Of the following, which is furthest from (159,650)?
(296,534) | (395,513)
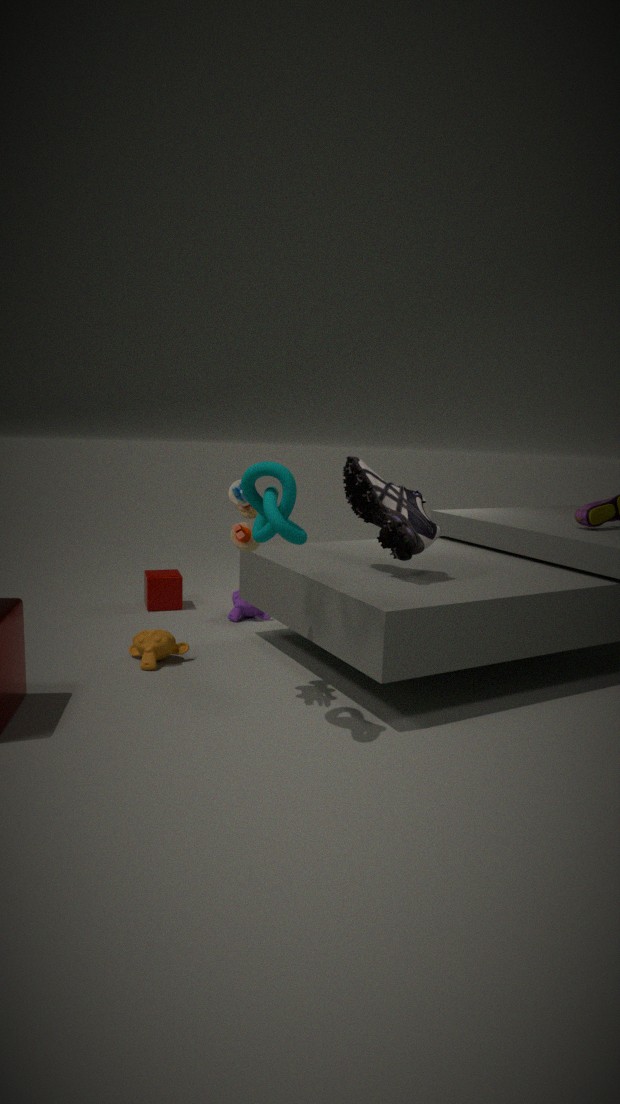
(395,513)
